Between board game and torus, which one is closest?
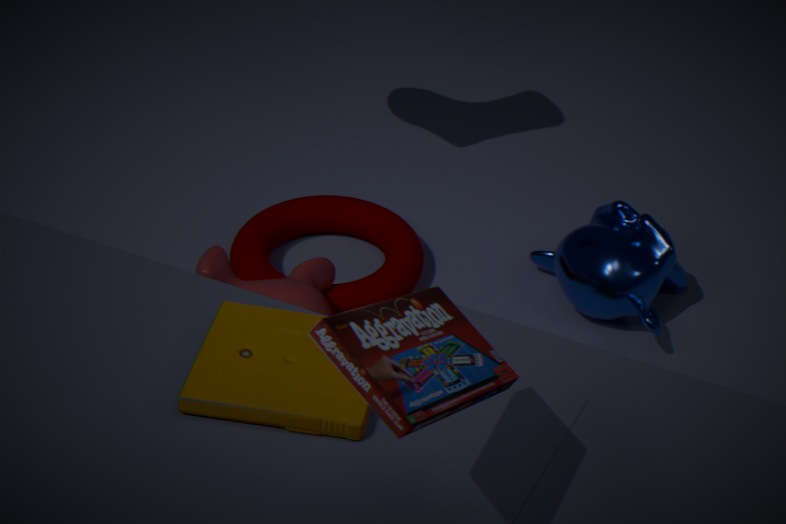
board game
